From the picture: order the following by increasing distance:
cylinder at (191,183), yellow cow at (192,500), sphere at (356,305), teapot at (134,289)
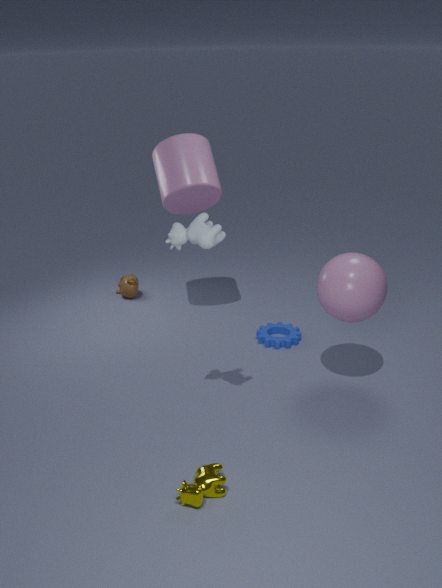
yellow cow at (192,500)
sphere at (356,305)
cylinder at (191,183)
teapot at (134,289)
